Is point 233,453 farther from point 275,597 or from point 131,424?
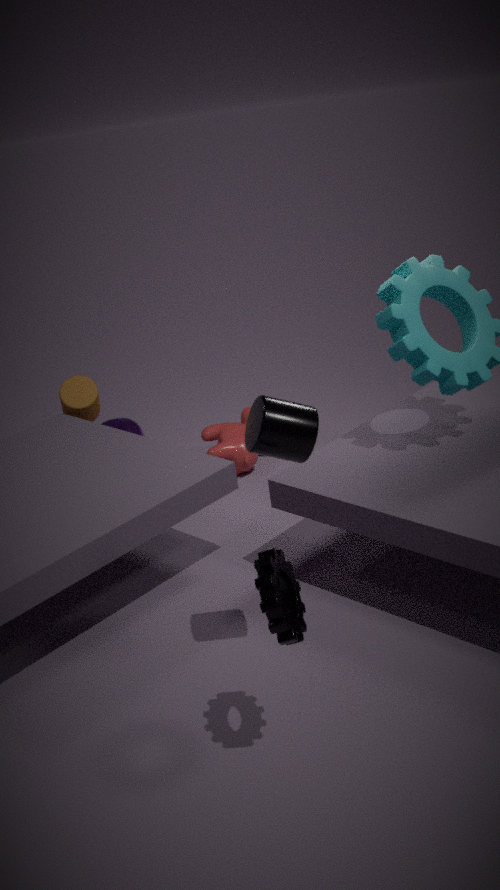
point 275,597
